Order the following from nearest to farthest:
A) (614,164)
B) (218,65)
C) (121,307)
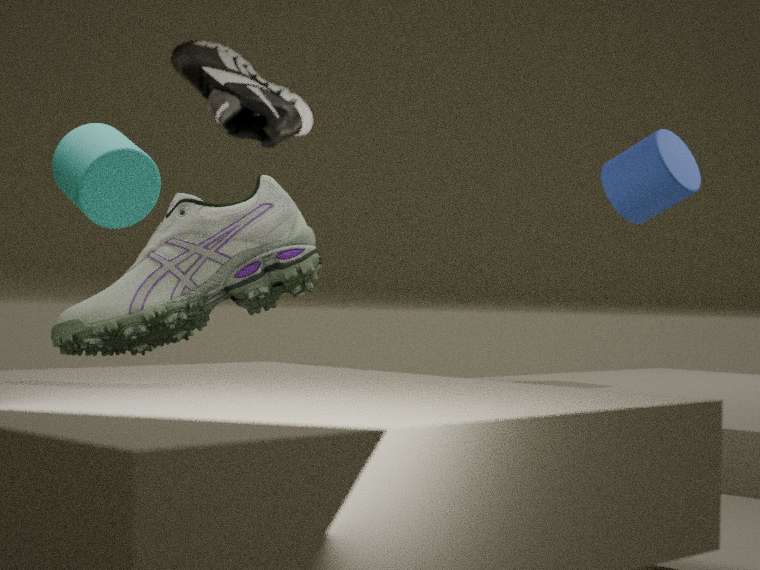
(218,65) → (121,307) → (614,164)
